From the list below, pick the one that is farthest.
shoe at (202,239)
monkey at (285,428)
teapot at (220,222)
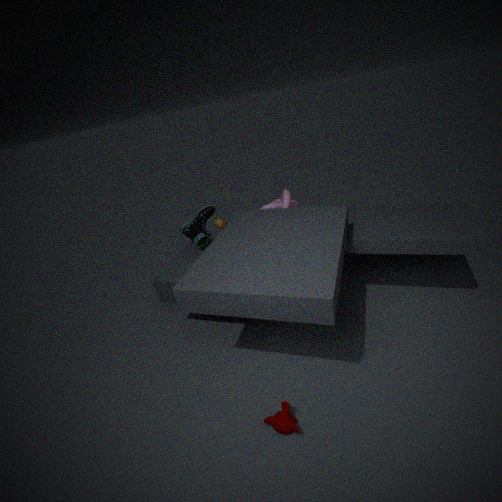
teapot at (220,222)
